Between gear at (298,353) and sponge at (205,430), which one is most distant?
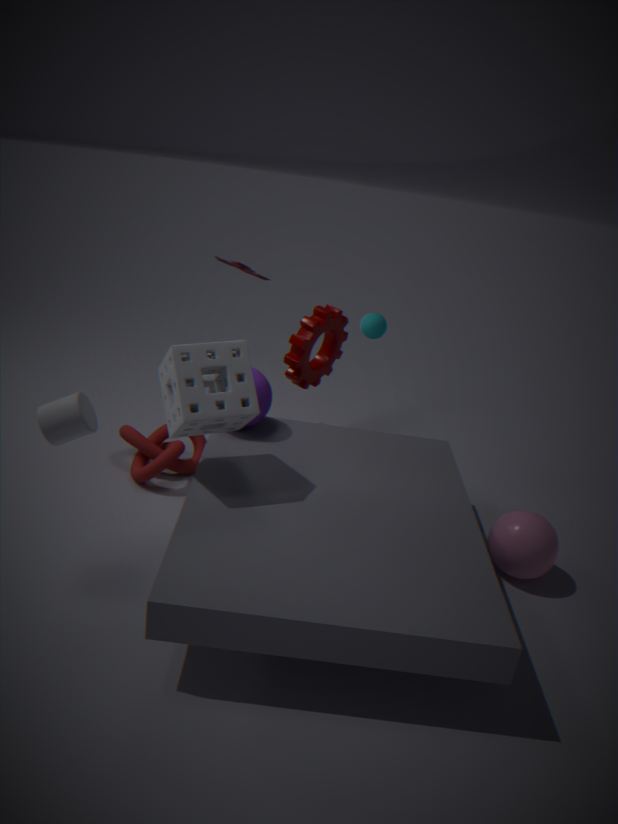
gear at (298,353)
